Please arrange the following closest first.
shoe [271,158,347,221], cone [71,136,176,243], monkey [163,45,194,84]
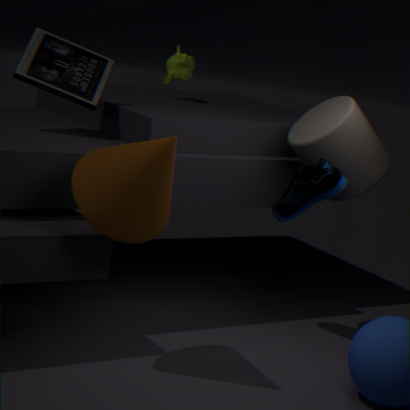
cone [71,136,176,243], shoe [271,158,347,221], monkey [163,45,194,84]
